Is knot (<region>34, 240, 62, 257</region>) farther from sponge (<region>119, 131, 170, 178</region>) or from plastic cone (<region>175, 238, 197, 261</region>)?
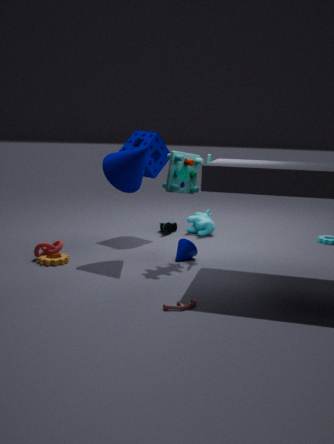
sponge (<region>119, 131, 170, 178</region>)
